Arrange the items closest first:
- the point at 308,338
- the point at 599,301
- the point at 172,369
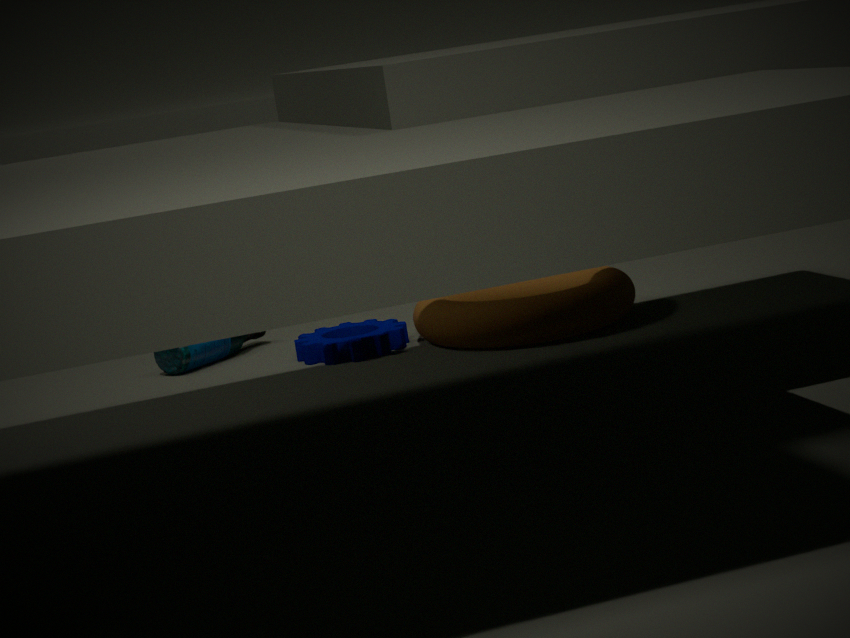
1. the point at 599,301
2. the point at 308,338
3. the point at 172,369
